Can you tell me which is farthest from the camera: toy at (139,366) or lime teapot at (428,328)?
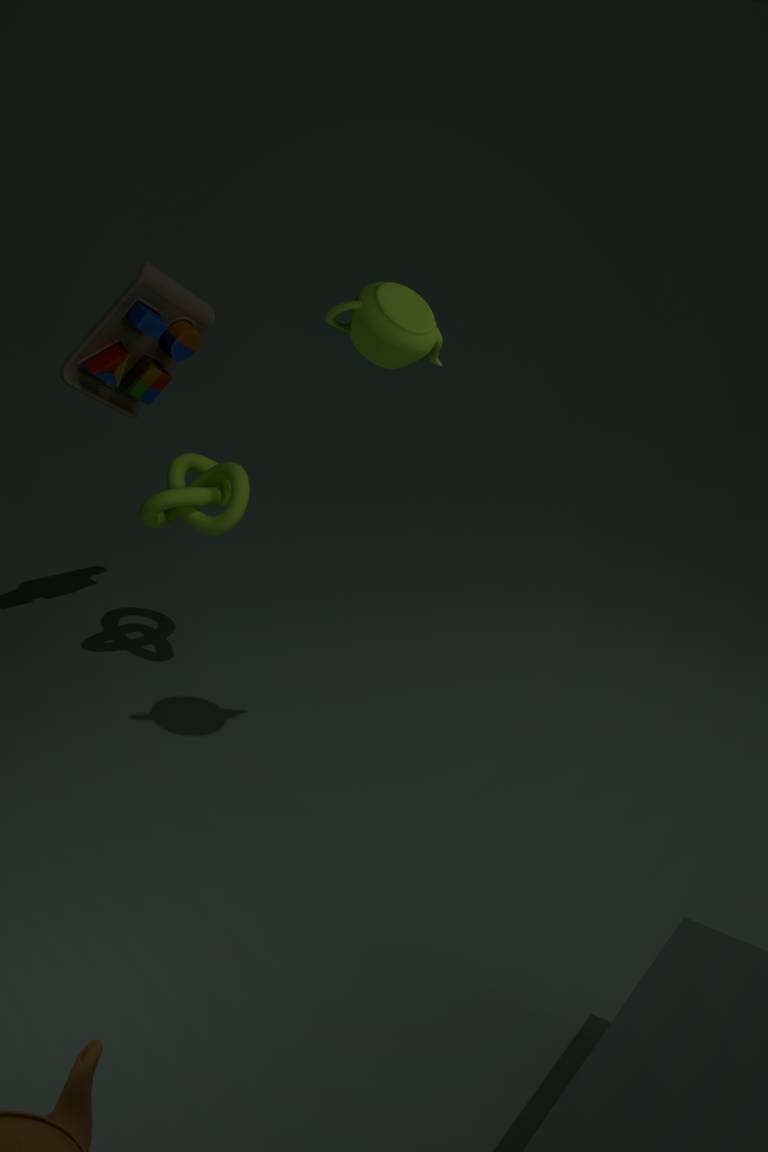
toy at (139,366)
